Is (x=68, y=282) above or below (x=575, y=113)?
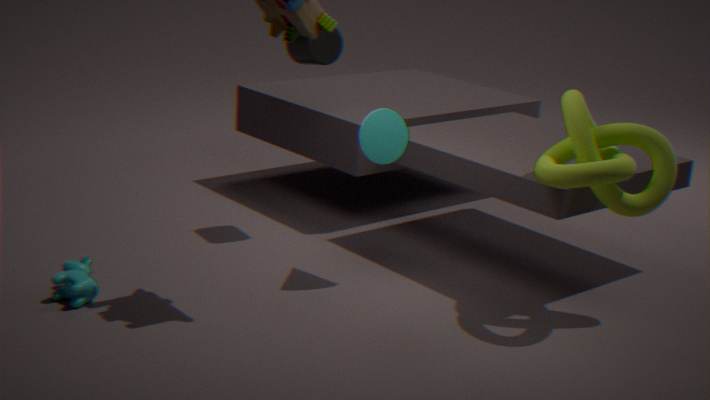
below
